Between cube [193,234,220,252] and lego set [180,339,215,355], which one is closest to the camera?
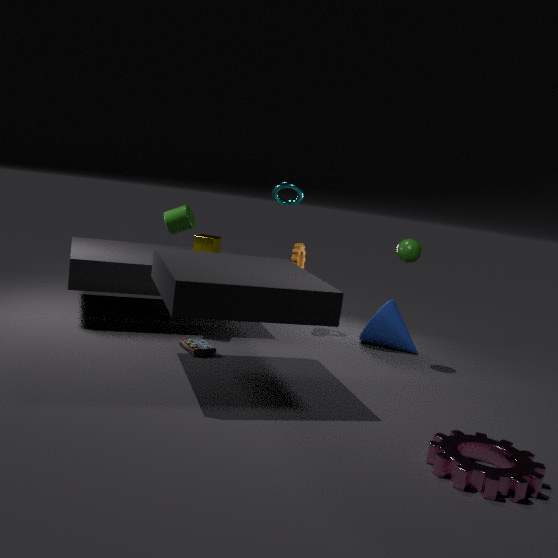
lego set [180,339,215,355]
